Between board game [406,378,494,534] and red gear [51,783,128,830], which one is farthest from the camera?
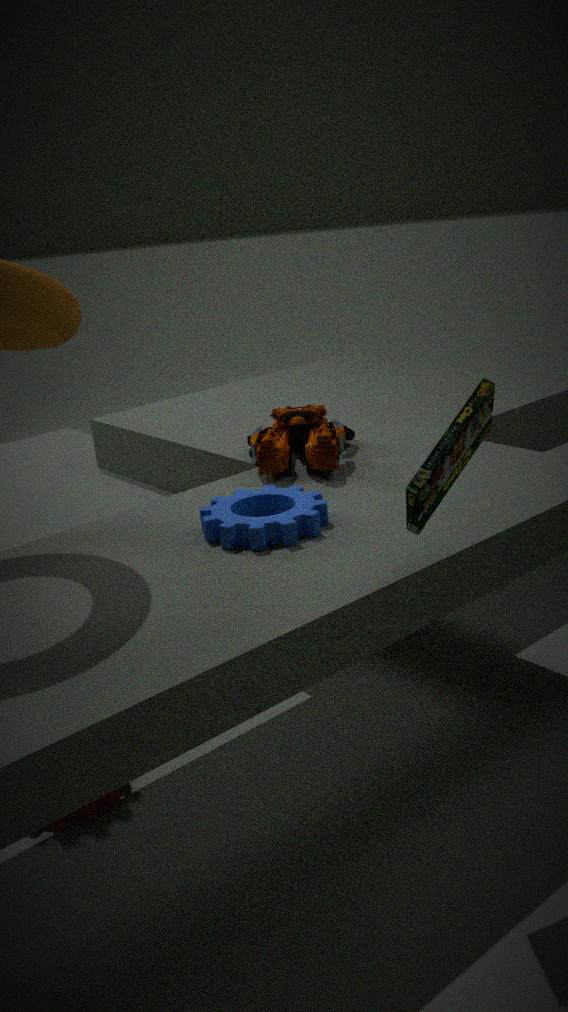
red gear [51,783,128,830]
